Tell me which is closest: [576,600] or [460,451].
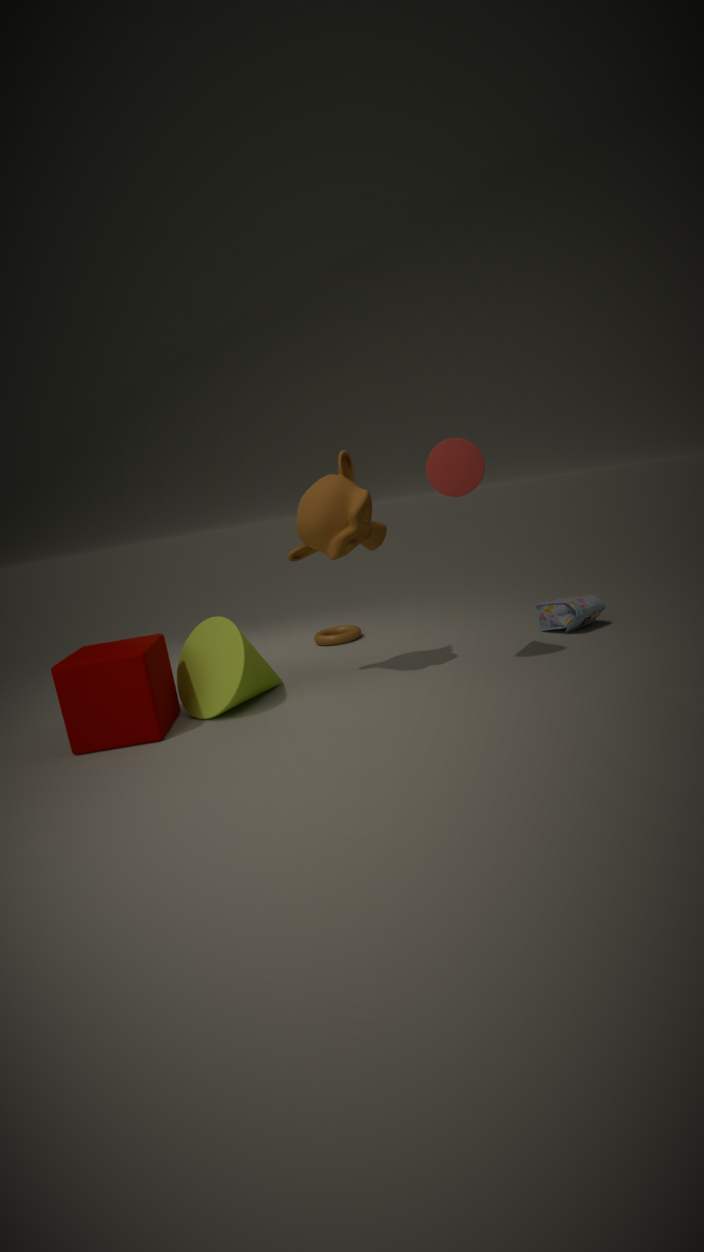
[460,451]
